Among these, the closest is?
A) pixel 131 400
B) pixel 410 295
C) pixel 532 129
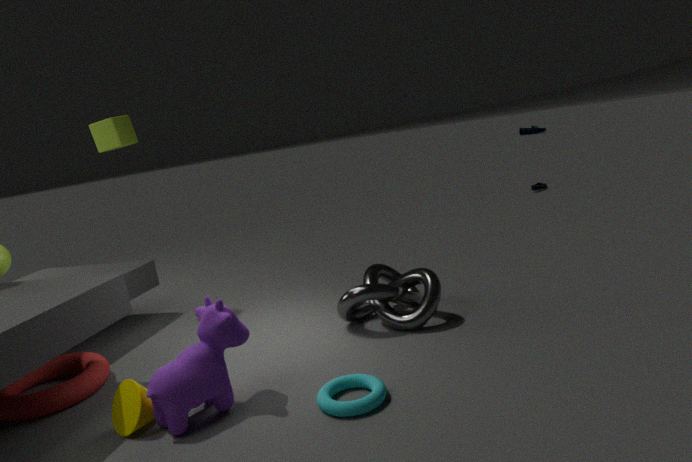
pixel 131 400
